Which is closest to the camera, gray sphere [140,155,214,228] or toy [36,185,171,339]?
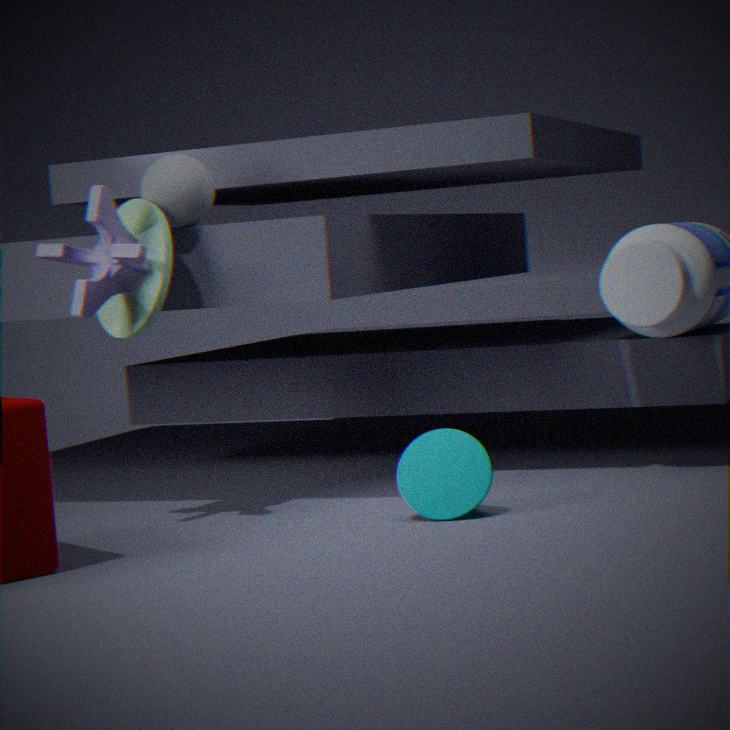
toy [36,185,171,339]
